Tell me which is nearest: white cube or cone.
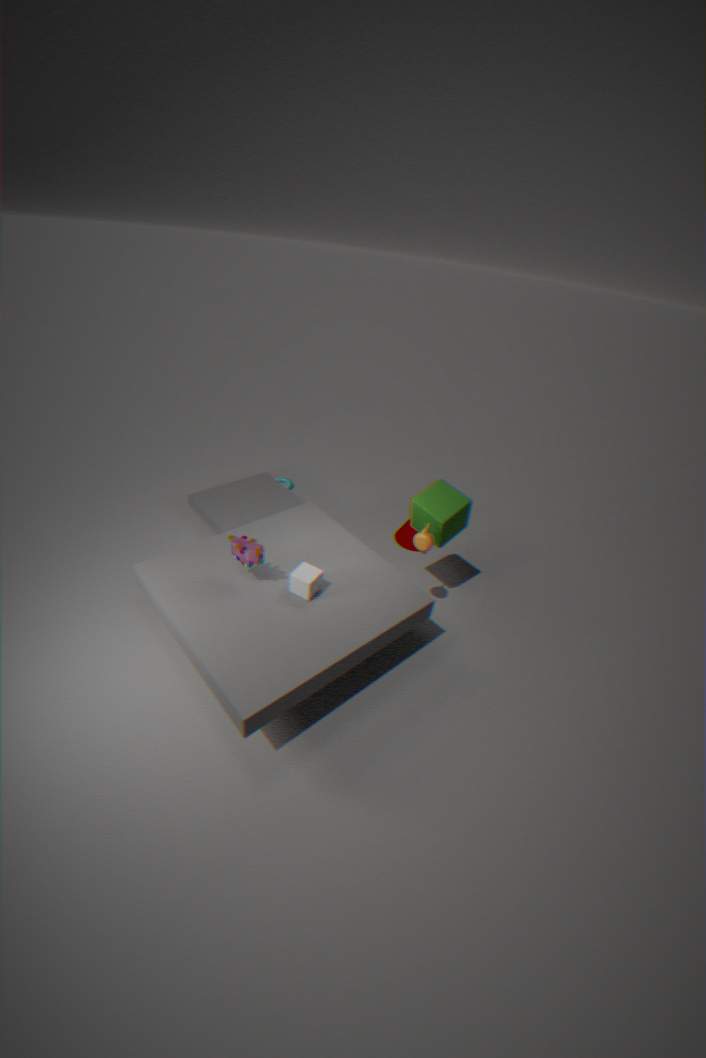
white cube
